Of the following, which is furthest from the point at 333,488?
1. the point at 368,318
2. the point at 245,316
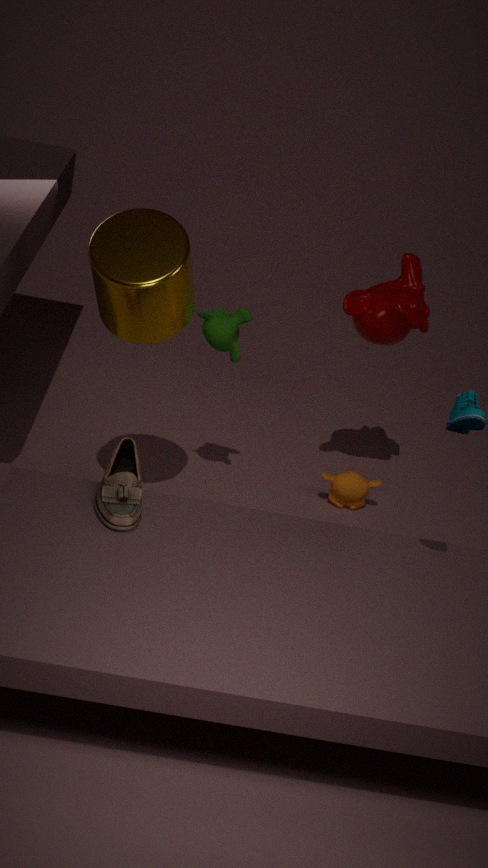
the point at 245,316
